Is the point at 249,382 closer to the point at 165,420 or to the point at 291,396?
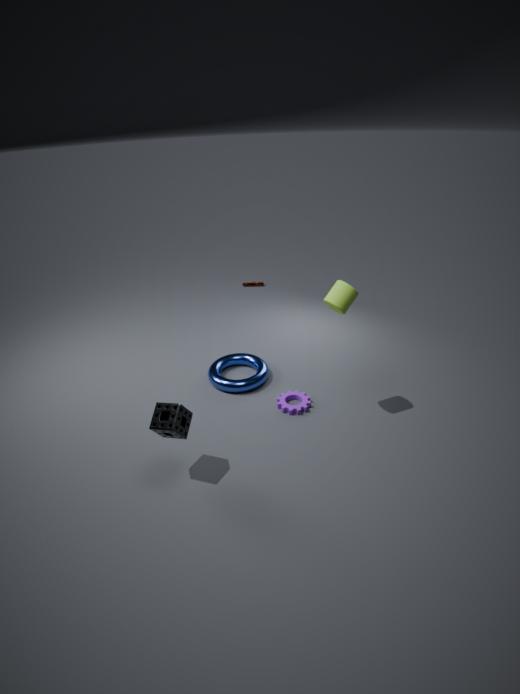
the point at 291,396
